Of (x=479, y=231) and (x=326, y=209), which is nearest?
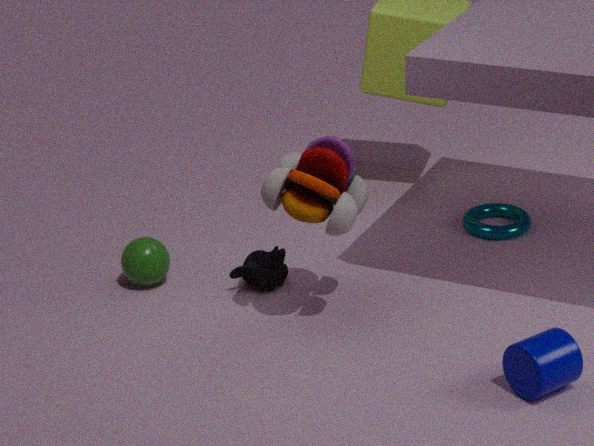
(x=326, y=209)
